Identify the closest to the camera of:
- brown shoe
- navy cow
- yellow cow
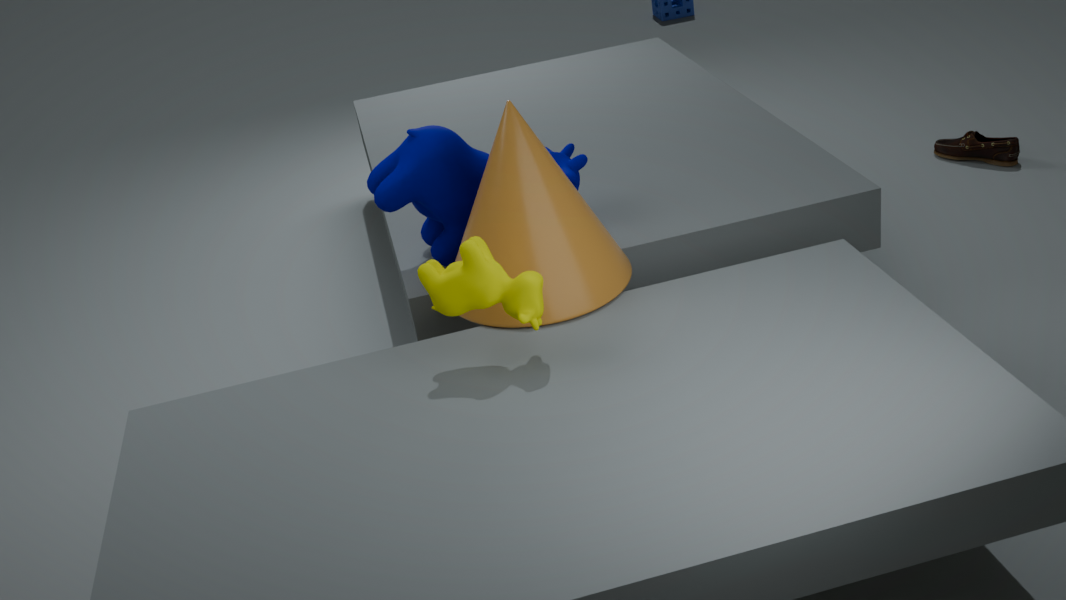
yellow cow
